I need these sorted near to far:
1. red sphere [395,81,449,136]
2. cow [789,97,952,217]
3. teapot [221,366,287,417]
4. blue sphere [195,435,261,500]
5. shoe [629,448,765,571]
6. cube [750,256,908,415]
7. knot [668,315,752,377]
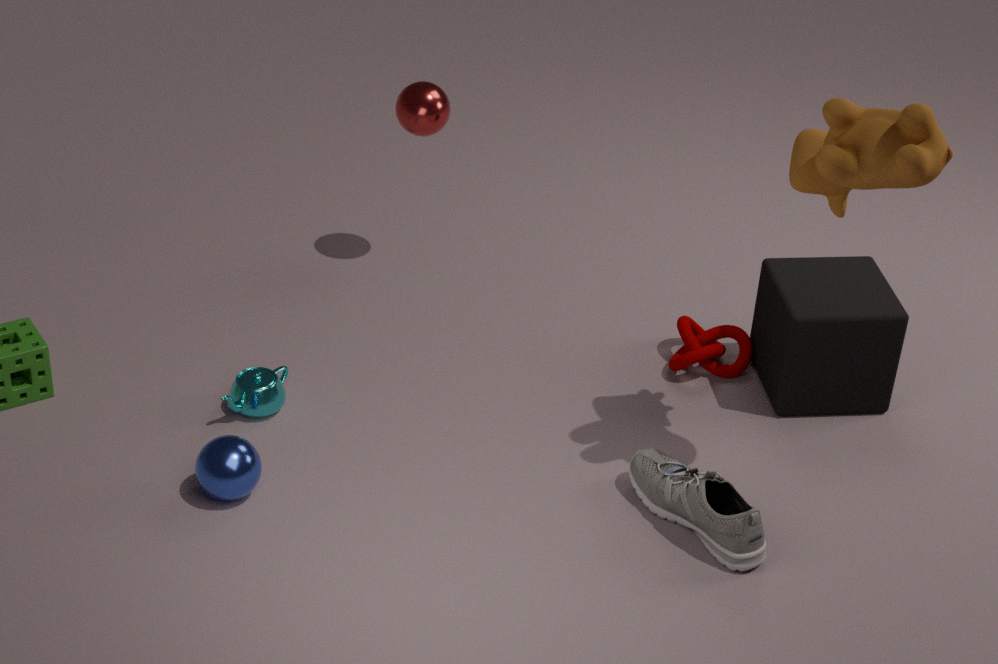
cow [789,97,952,217], shoe [629,448,765,571], blue sphere [195,435,261,500], teapot [221,366,287,417], cube [750,256,908,415], knot [668,315,752,377], red sphere [395,81,449,136]
